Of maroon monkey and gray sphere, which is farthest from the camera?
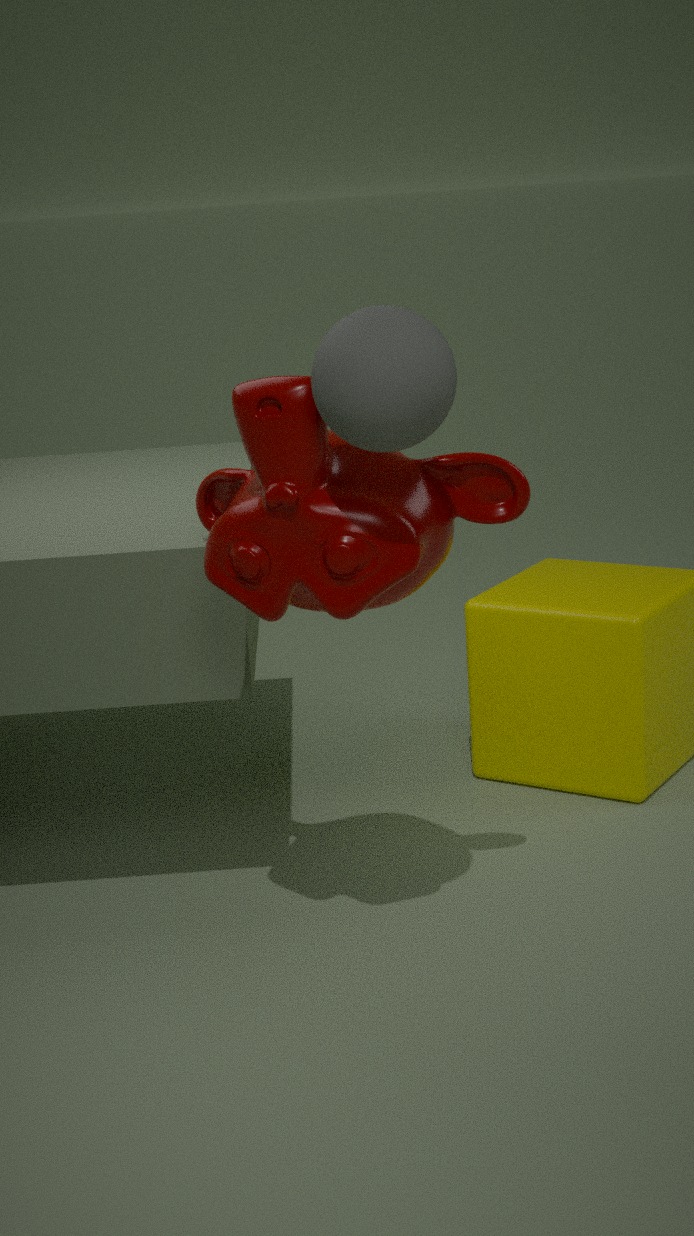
maroon monkey
